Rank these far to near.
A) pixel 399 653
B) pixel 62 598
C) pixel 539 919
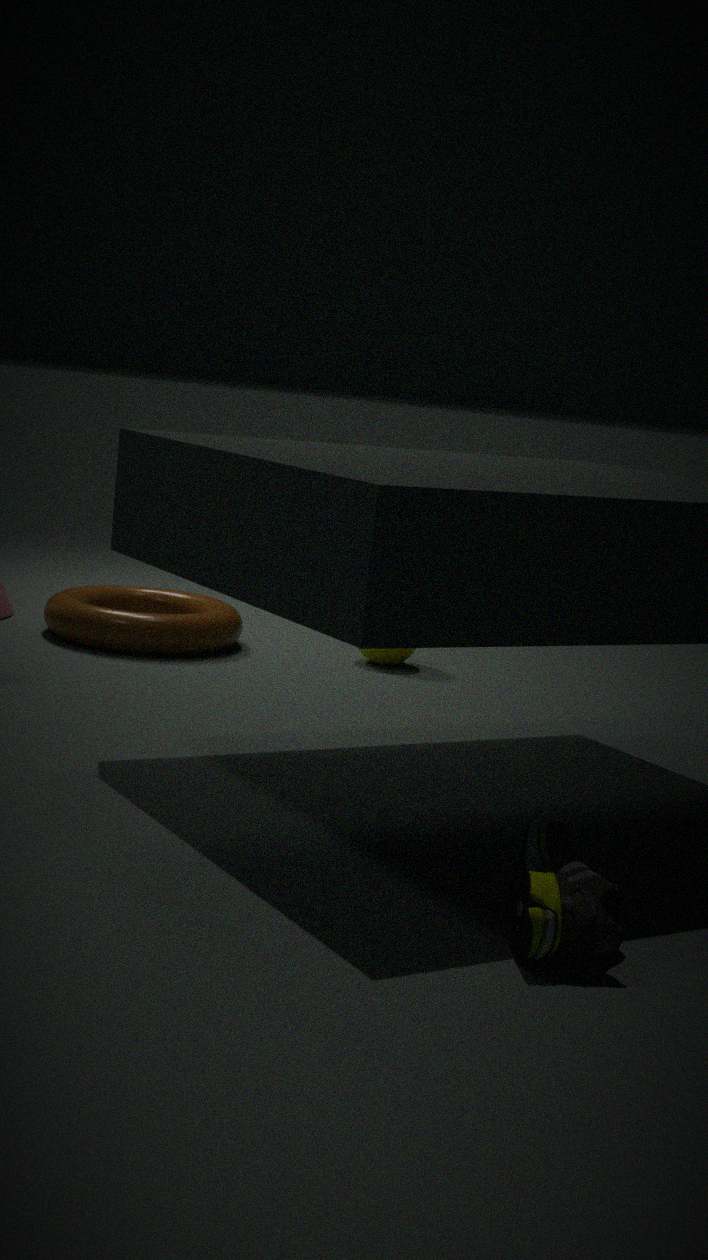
pixel 399 653
pixel 62 598
pixel 539 919
